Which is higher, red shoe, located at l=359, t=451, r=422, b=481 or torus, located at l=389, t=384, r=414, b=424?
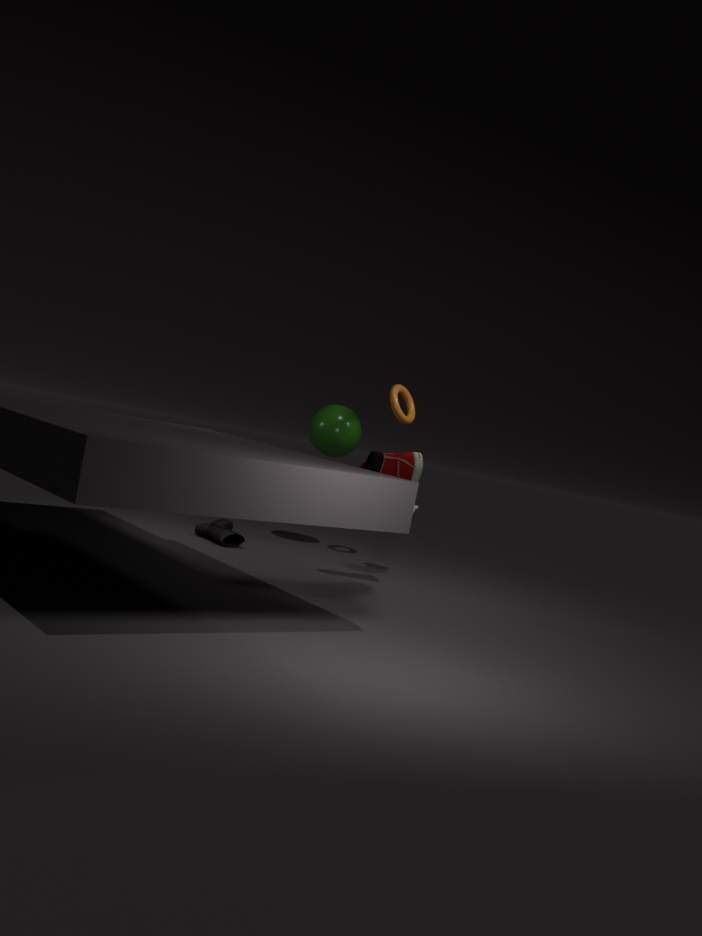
torus, located at l=389, t=384, r=414, b=424
